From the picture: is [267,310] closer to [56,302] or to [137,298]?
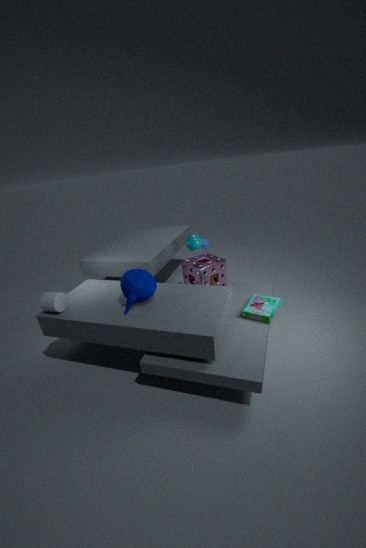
[137,298]
